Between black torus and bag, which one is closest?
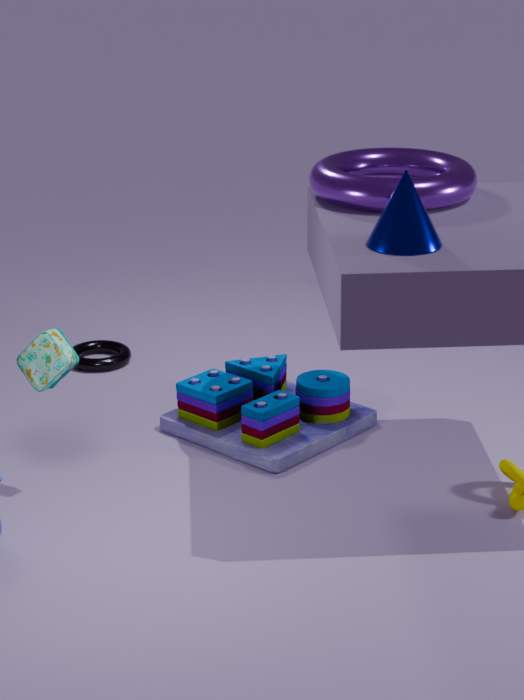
bag
